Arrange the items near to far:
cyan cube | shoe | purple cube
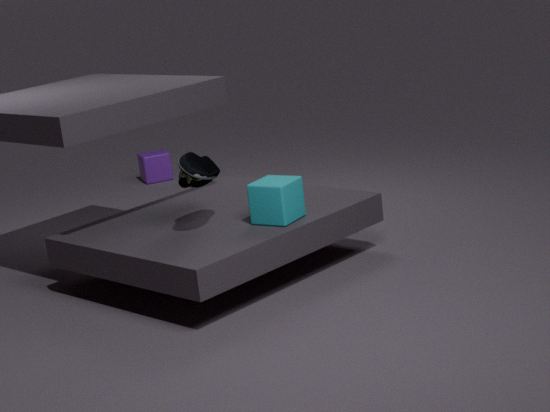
shoe → cyan cube → purple cube
